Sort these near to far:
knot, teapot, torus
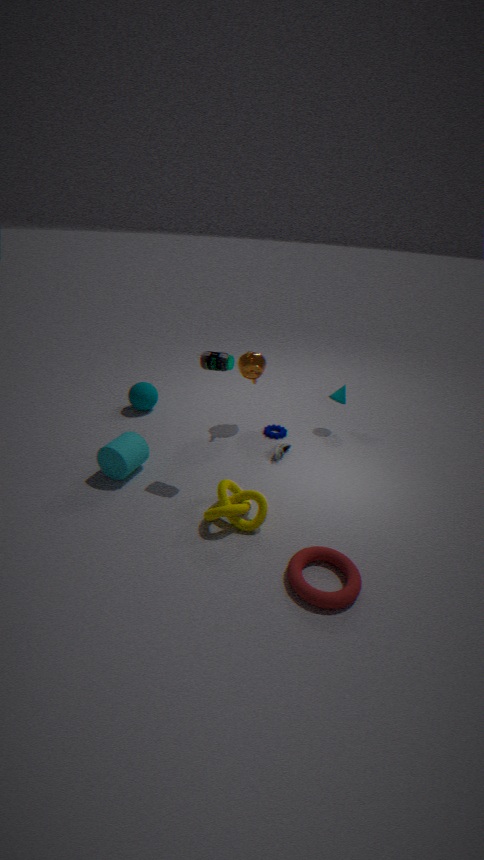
1. torus
2. knot
3. teapot
